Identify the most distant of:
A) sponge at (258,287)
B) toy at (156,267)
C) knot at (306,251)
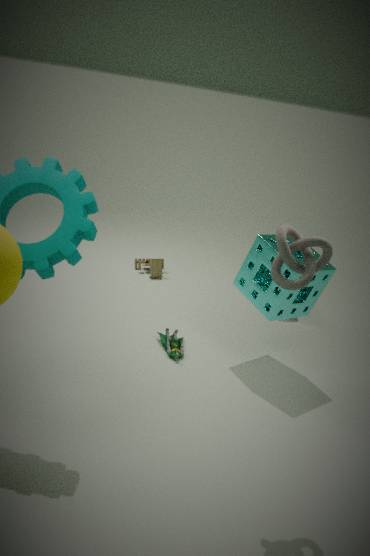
toy at (156,267)
